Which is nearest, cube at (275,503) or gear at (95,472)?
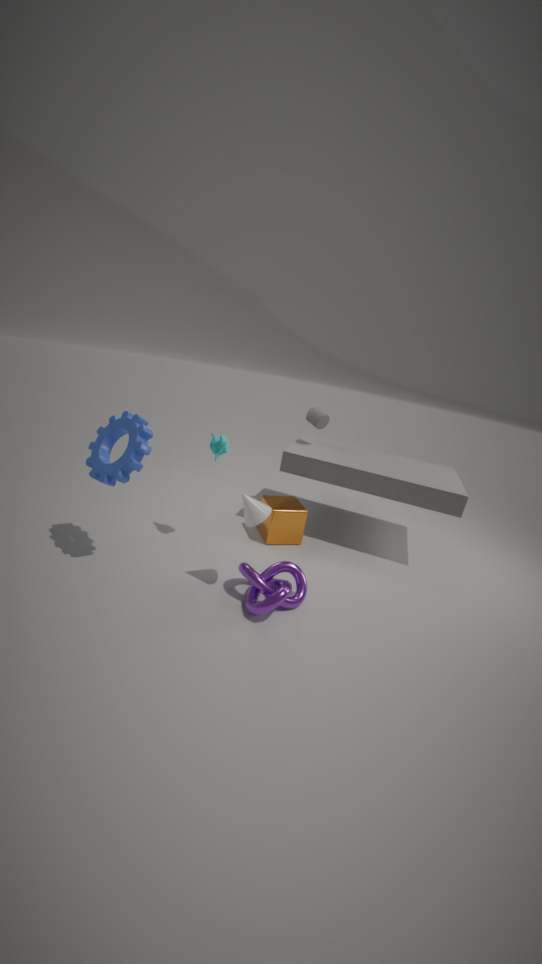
gear at (95,472)
